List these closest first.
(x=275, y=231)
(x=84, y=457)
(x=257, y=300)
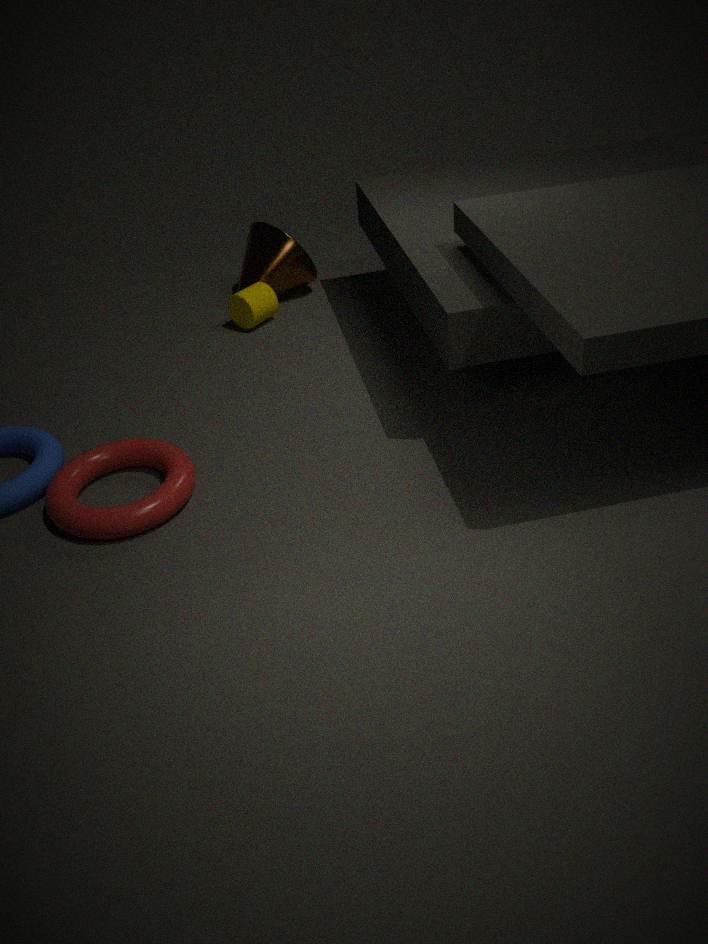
1. (x=84, y=457)
2. (x=257, y=300)
3. (x=275, y=231)
